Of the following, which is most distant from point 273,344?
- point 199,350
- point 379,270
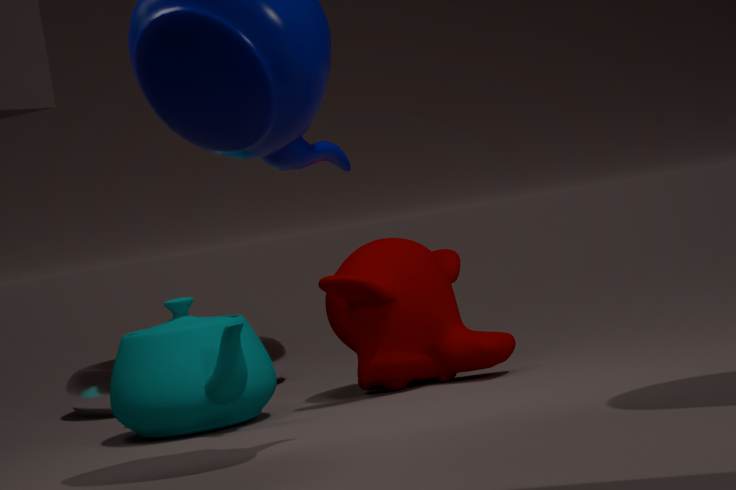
point 379,270
